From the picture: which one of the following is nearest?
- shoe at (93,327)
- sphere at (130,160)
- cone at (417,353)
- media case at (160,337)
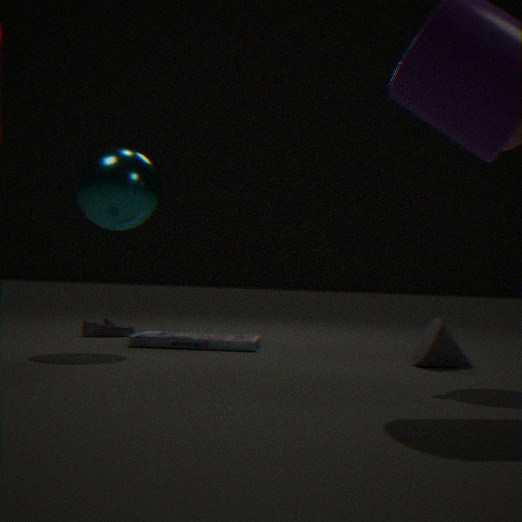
cone at (417,353)
